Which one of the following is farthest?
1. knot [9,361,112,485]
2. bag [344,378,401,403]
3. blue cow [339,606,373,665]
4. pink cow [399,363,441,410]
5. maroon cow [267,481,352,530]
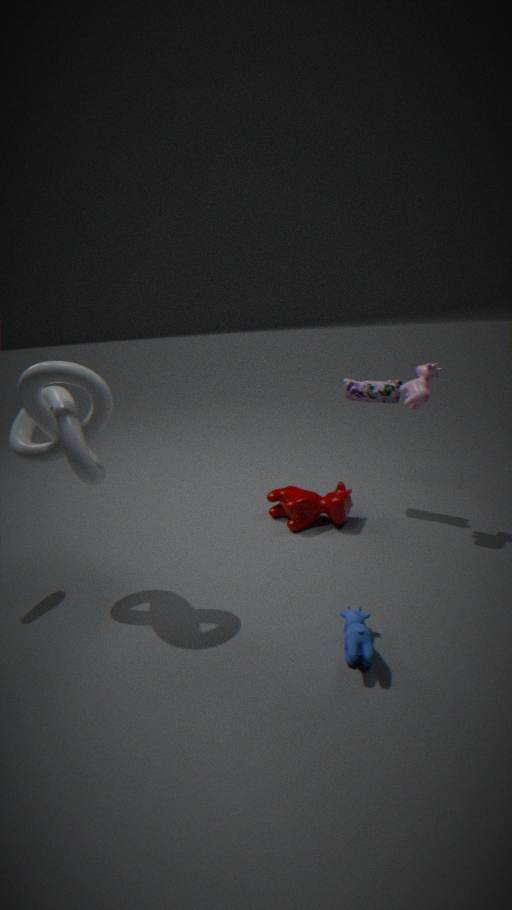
maroon cow [267,481,352,530]
